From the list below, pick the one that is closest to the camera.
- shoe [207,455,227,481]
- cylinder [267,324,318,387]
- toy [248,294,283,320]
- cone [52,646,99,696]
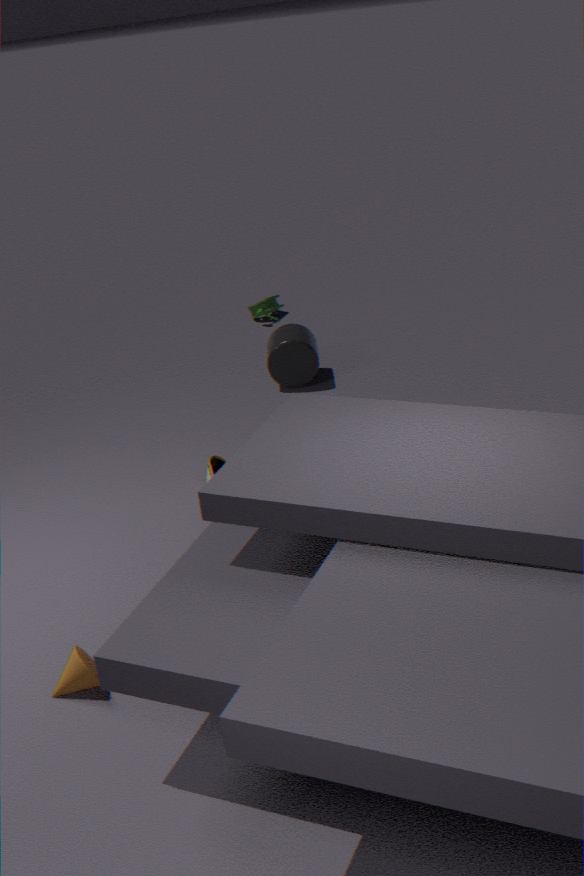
cone [52,646,99,696]
